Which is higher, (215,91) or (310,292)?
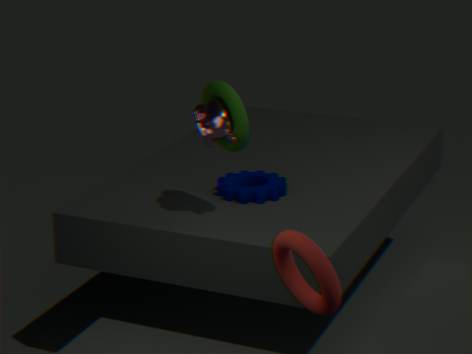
(215,91)
